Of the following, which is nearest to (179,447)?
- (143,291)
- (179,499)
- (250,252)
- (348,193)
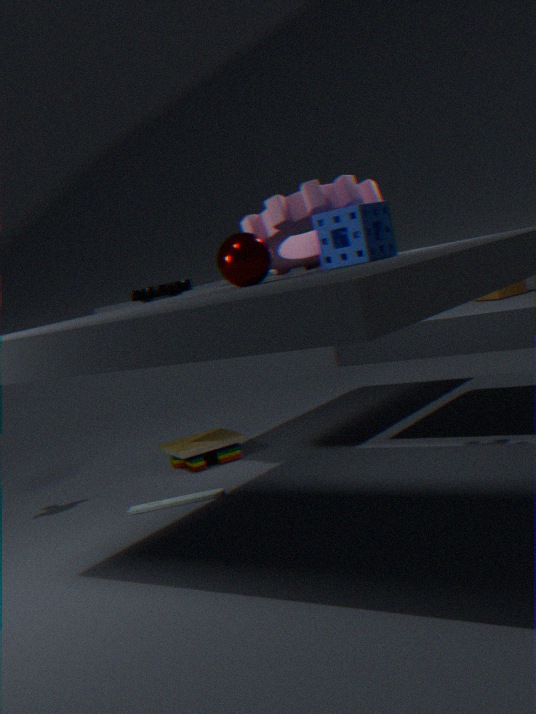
(179,499)
